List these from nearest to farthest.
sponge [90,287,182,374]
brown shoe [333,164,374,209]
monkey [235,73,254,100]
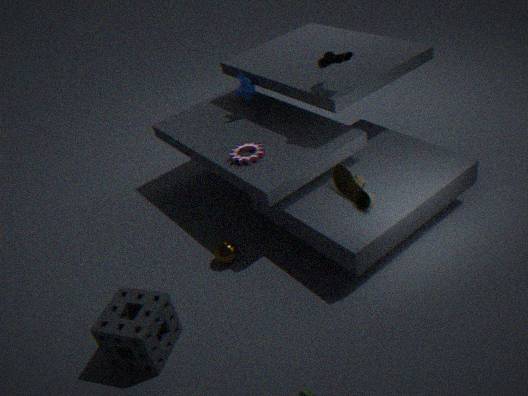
sponge [90,287,182,374], brown shoe [333,164,374,209], monkey [235,73,254,100]
